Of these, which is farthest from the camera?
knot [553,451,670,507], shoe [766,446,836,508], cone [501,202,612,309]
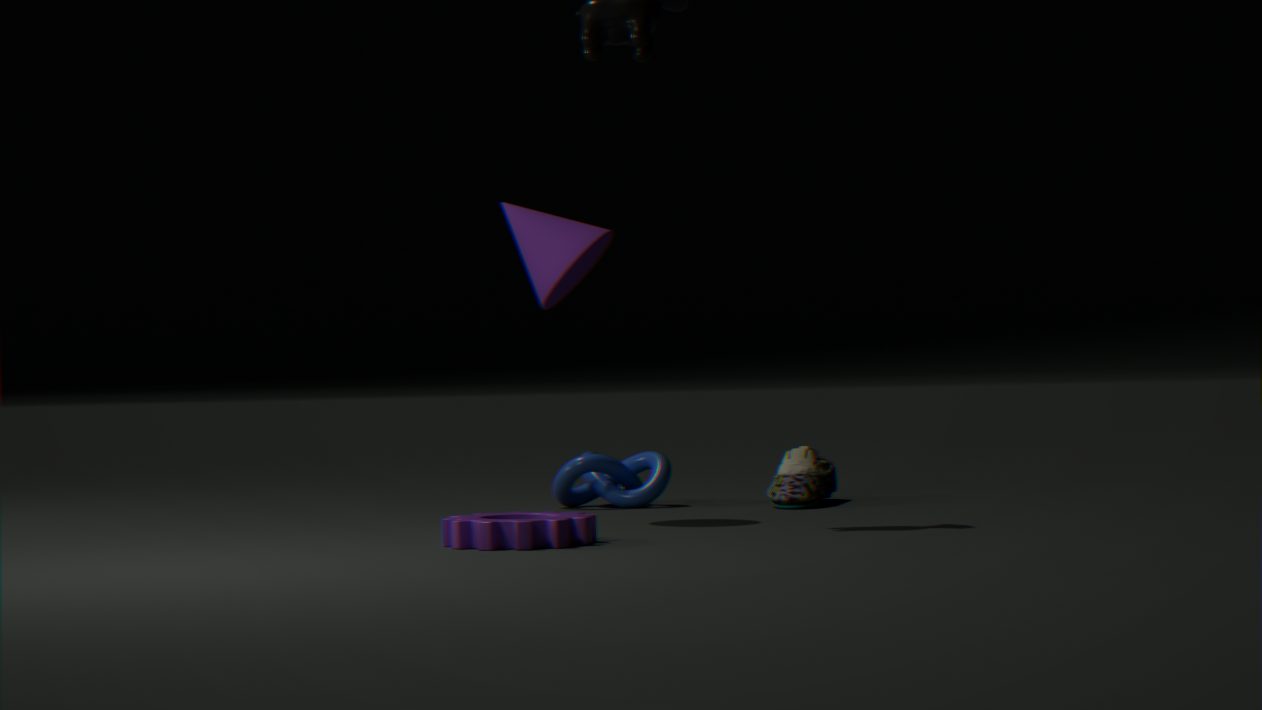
knot [553,451,670,507]
